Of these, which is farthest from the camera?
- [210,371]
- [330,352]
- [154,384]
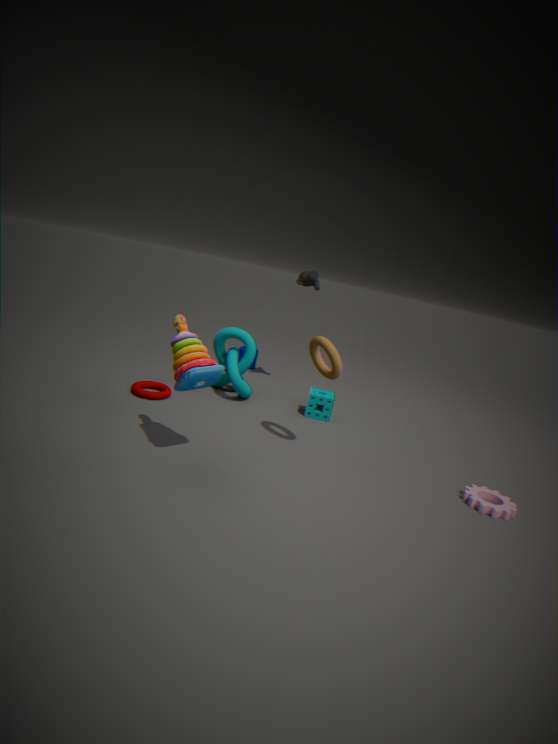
[154,384]
